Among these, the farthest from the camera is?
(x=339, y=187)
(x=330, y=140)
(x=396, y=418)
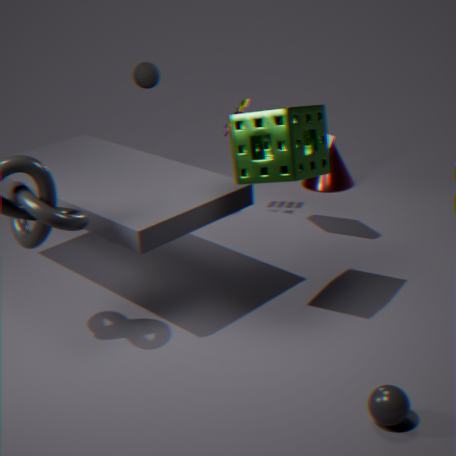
(x=339, y=187)
